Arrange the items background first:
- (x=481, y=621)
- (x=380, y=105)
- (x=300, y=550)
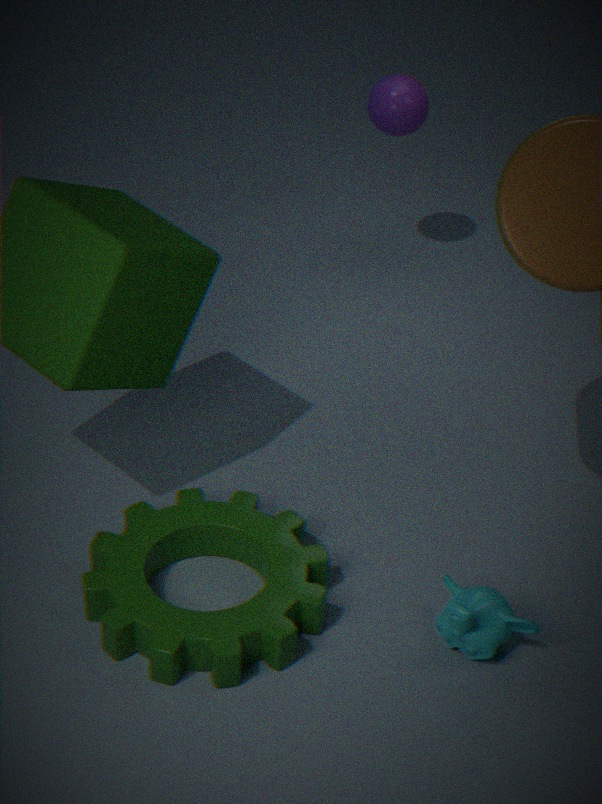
(x=380, y=105)
(x=300, y=550)
(x=481, y=621)
